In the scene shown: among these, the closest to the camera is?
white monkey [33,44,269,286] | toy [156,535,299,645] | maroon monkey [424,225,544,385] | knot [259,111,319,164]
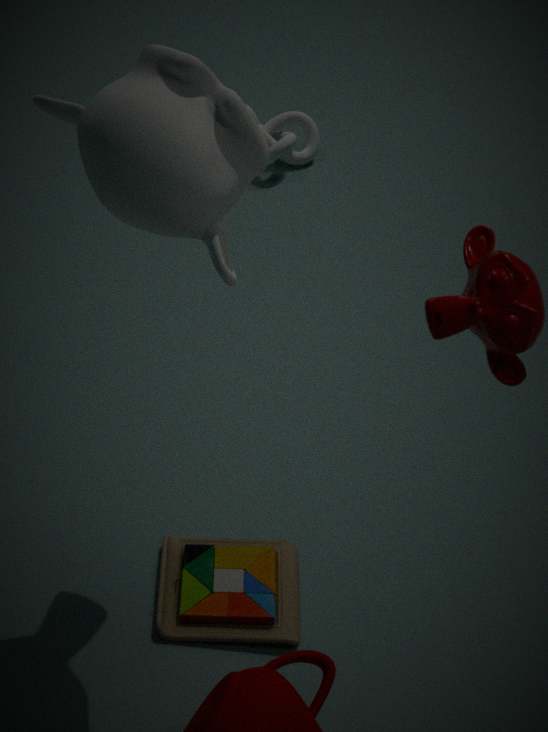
maroon monkey [424,225,544,385]
